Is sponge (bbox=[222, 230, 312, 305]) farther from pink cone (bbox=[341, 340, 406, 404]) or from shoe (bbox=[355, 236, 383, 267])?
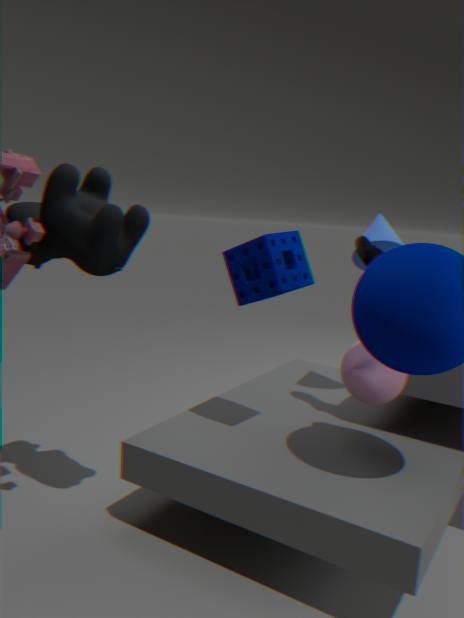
pink cone (bbox=[341, 340, 406, 404])
